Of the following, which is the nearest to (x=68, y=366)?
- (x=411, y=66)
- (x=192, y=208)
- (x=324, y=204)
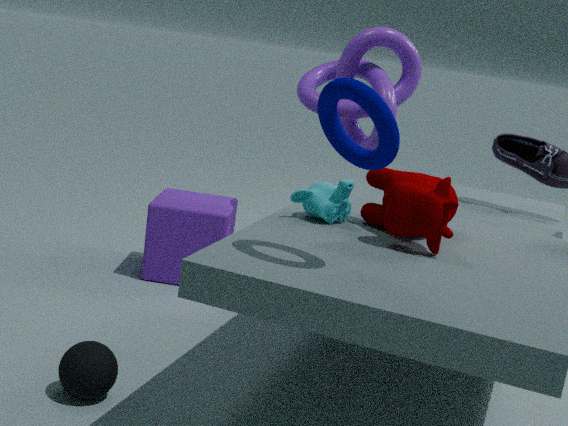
(x=324, y=204)
